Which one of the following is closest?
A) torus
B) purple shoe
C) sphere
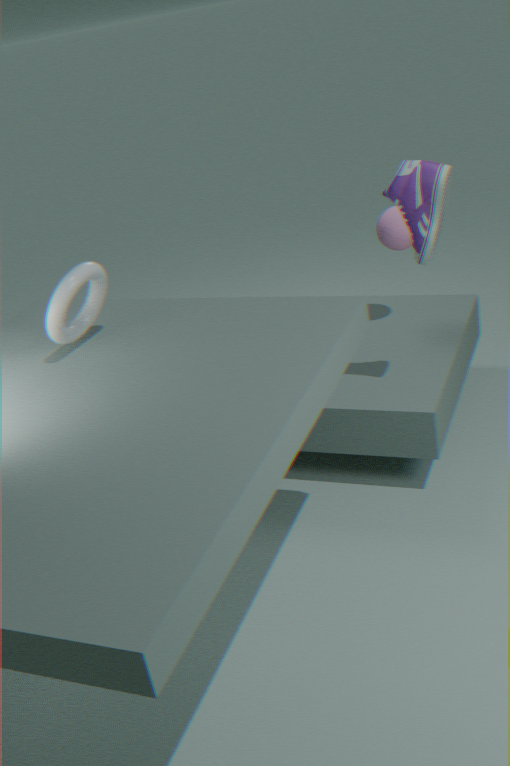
torus
